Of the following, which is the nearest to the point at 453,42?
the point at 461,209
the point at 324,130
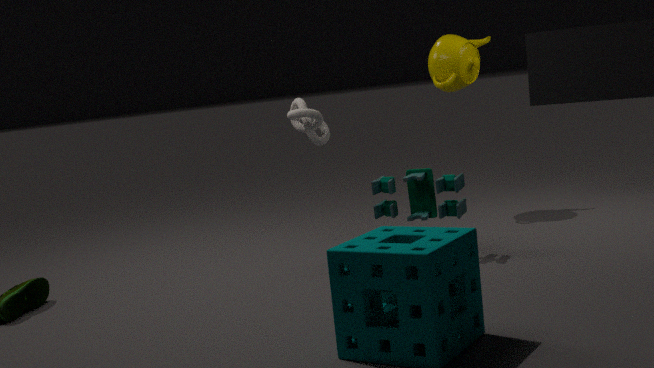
the point at 324,130
